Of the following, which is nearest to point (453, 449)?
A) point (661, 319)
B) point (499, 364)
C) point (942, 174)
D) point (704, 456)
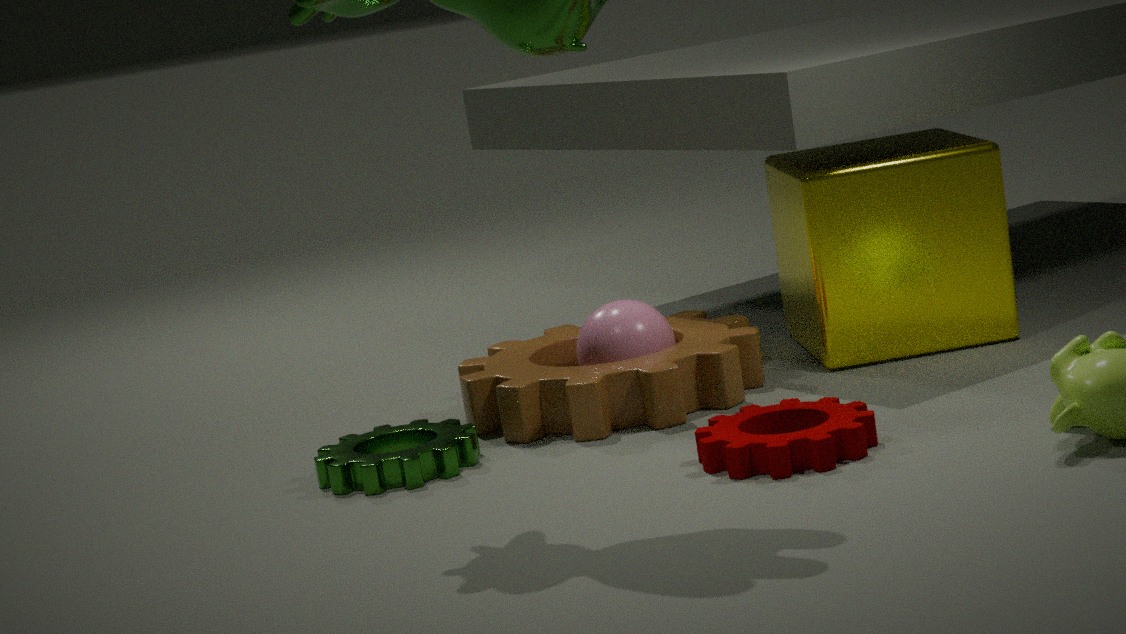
point (499, 364)
